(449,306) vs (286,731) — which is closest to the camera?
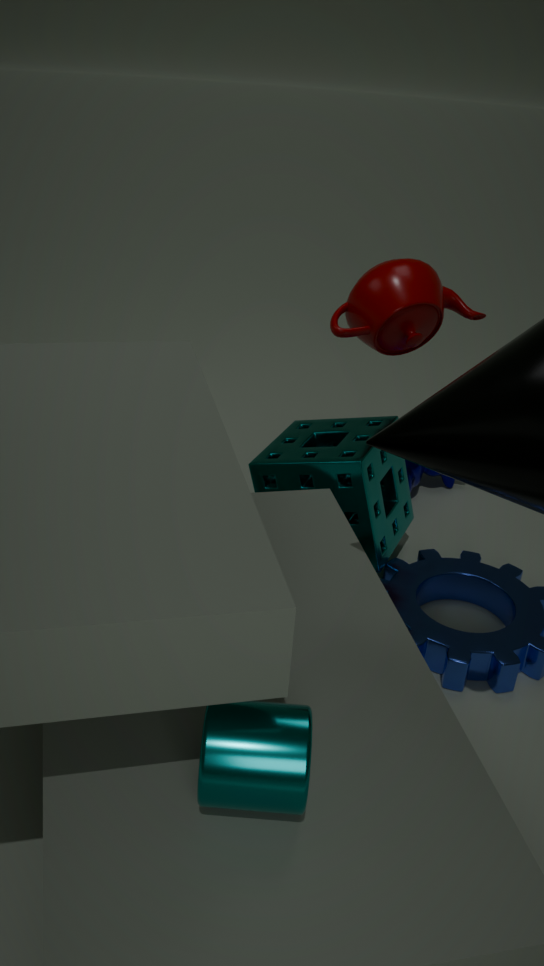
(286,731)
